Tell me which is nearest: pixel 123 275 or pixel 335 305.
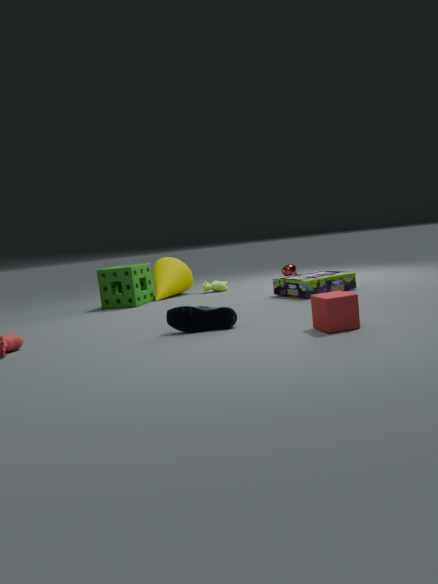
pixel 335 305
